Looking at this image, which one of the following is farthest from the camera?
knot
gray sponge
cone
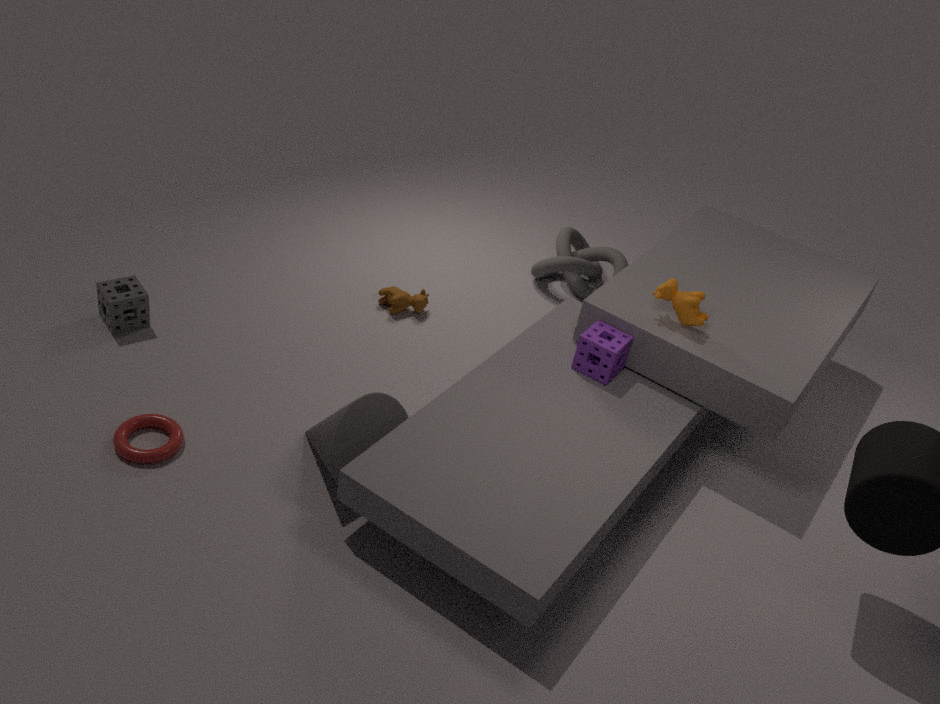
knot
